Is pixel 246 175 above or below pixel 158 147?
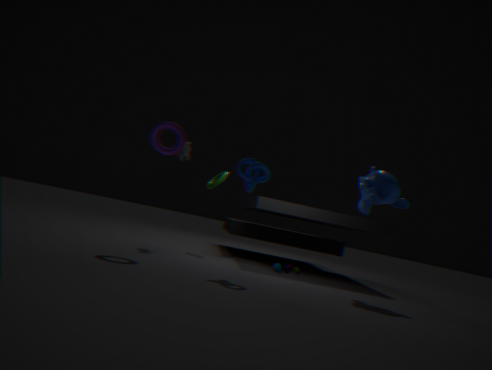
below
